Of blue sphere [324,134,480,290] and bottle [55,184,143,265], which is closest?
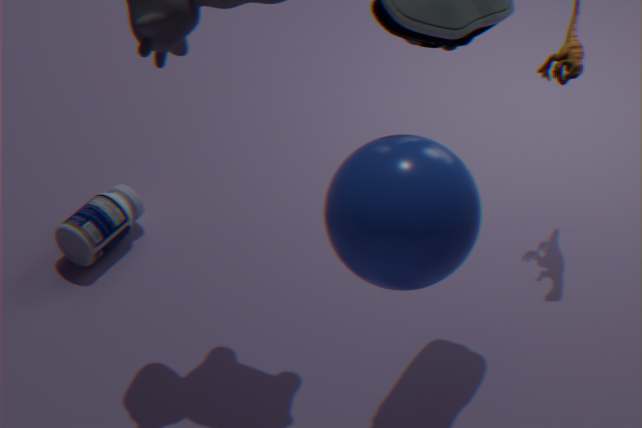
blue sphere [324,134,480,290]
